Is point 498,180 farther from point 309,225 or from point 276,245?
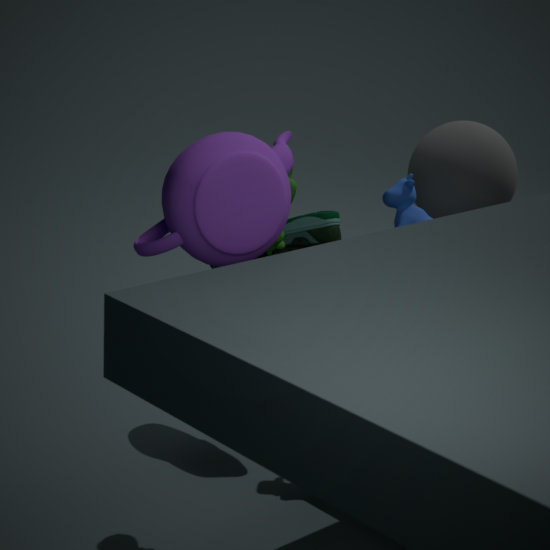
point 276,245
